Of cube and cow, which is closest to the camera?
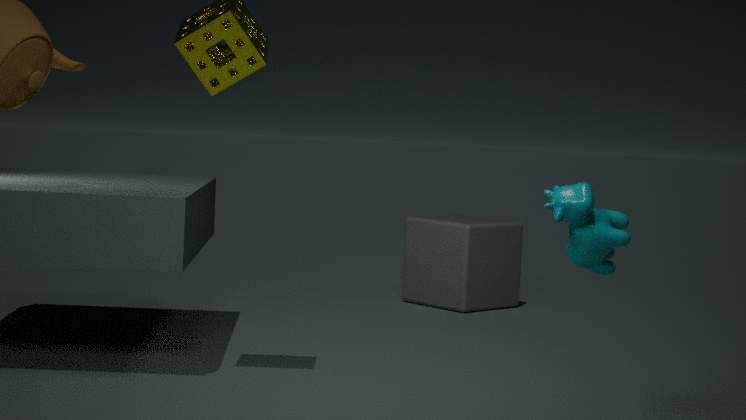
cow
